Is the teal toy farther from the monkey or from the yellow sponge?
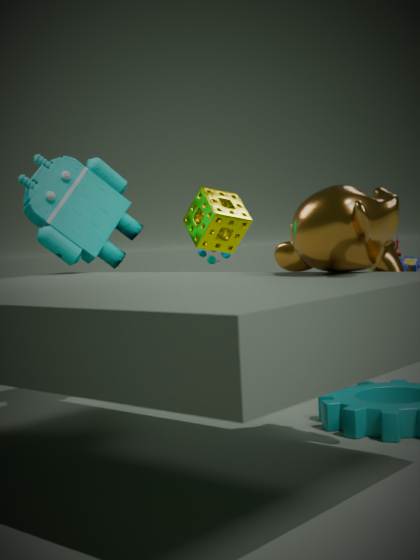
the monkey
